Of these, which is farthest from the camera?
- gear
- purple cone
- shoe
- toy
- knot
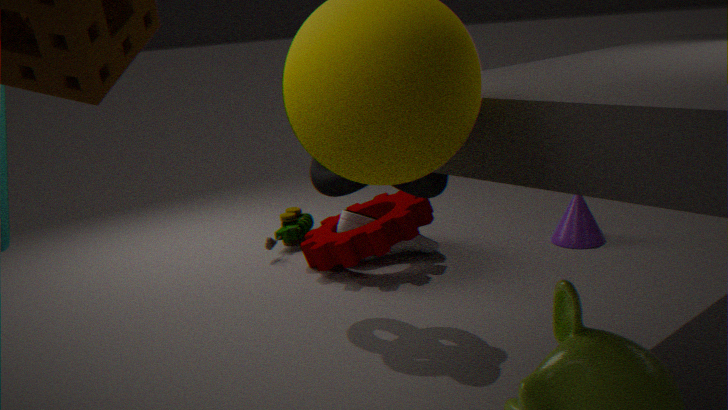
toy
